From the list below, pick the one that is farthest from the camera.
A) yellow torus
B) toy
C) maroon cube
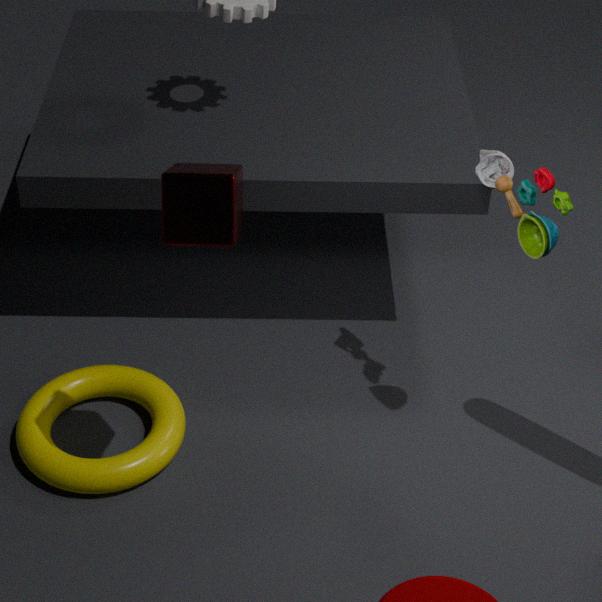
yellow torus
